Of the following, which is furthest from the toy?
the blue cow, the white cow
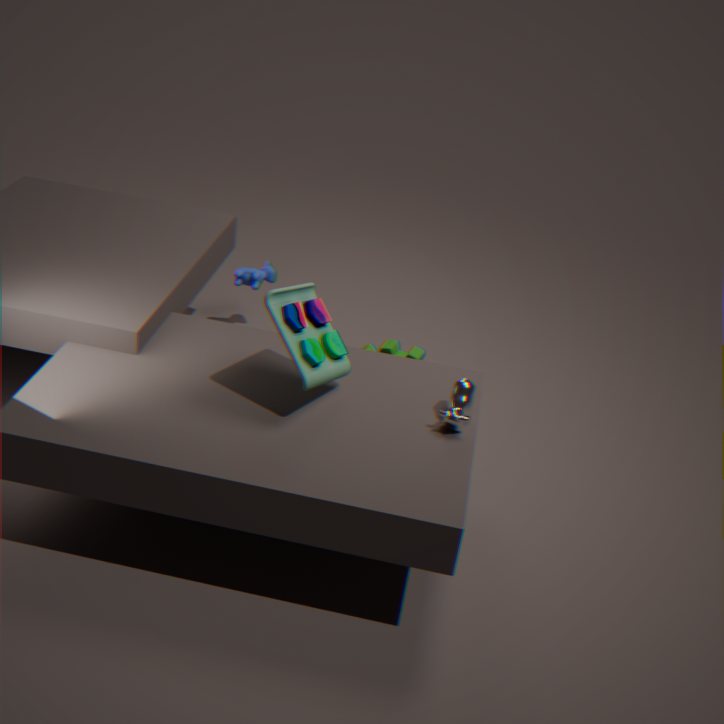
the blue cow
